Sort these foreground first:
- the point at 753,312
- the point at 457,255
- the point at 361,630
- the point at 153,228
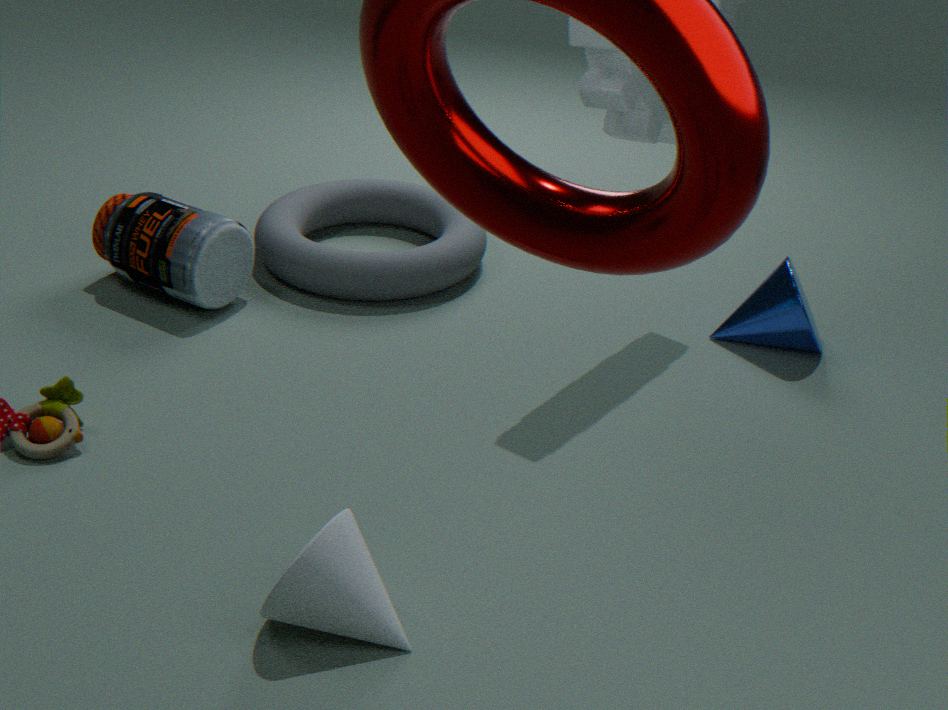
the point at 361,630 → the point at 753,312 → the point at 153,228 → the point at 457,255
